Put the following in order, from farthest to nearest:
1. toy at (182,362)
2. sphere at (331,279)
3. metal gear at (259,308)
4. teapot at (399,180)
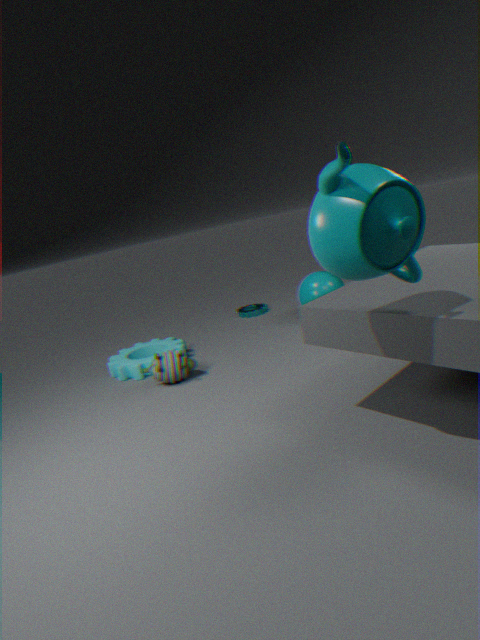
1. metal gear at (259,308)
2. sphere at (331,279)
3. toy at (182,362)
4. teapot at (399,180)
